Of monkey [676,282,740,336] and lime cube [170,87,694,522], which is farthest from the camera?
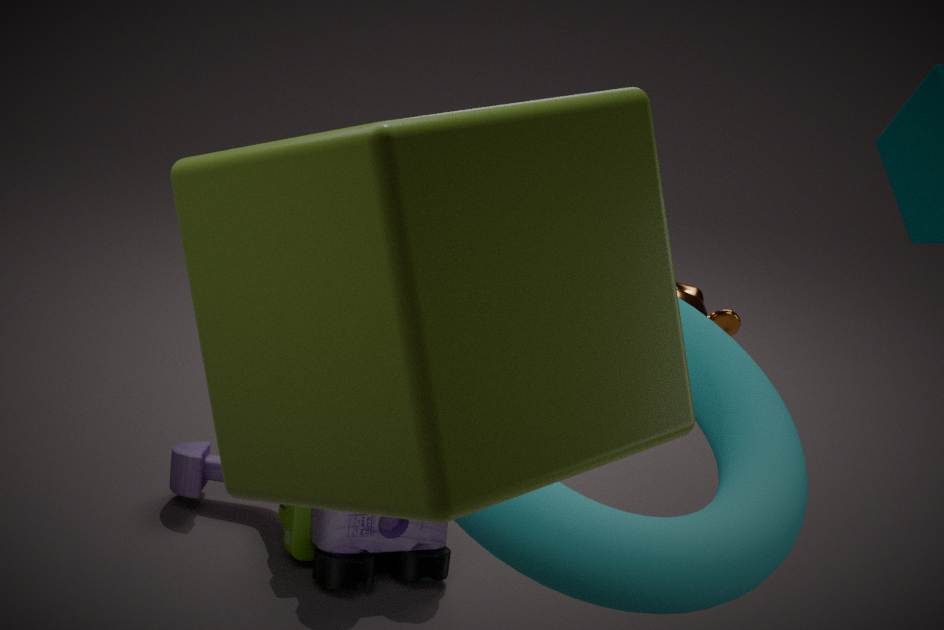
monkey [676,282,740,336]
